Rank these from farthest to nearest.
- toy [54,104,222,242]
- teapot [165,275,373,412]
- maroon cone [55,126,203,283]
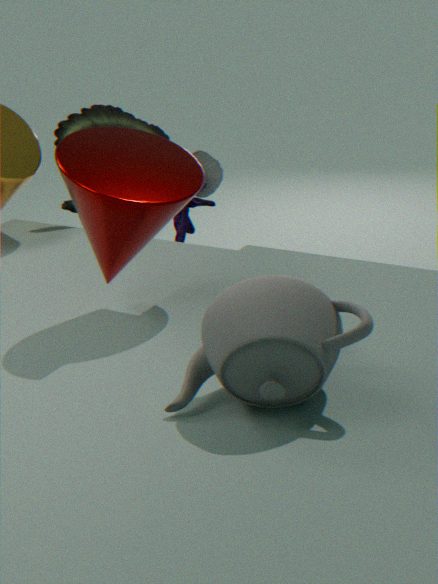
1. toy [54,104,222,242]
2. maroon cone [55,126,203,283]
3. teapot [165,275,373,412]
